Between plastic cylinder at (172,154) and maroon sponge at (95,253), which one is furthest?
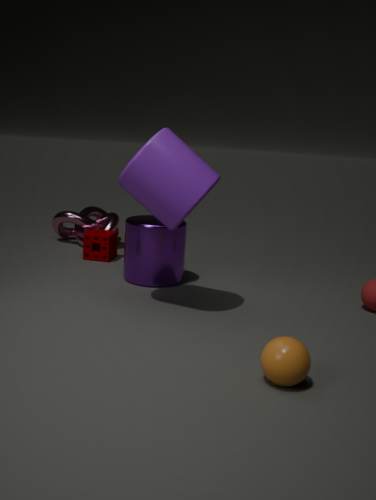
maroon sponge at (95,253)
